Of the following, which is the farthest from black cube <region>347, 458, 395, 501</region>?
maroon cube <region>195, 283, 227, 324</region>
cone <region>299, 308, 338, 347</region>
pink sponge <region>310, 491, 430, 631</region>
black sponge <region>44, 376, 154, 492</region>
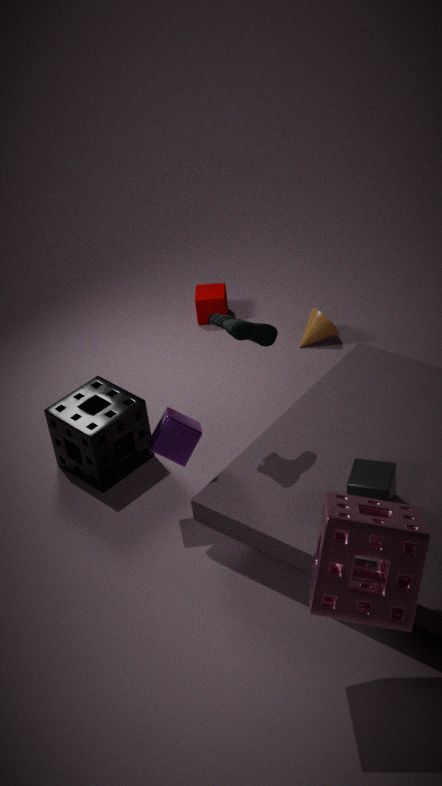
maroon cube <region>195, 283, 227, 324</region>
